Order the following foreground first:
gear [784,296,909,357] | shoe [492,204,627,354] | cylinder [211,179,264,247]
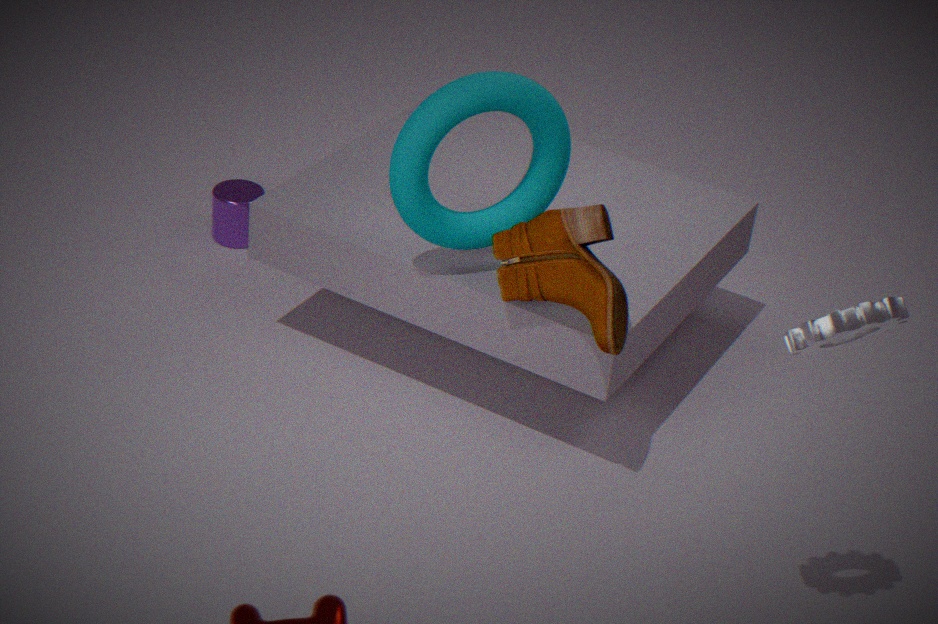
gear [784,296,909,357] → shoe [492,204,627,354] → cylinder [211,179,264,247]
